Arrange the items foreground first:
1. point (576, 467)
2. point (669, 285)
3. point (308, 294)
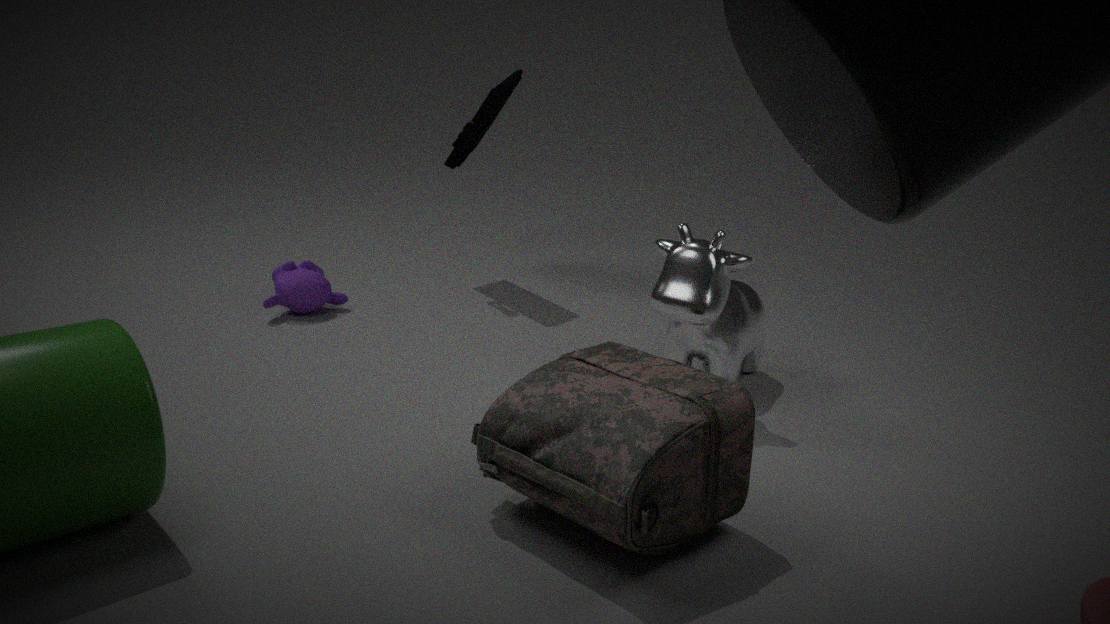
point (576, 467) < point (669, 285) < point (308, 294)
